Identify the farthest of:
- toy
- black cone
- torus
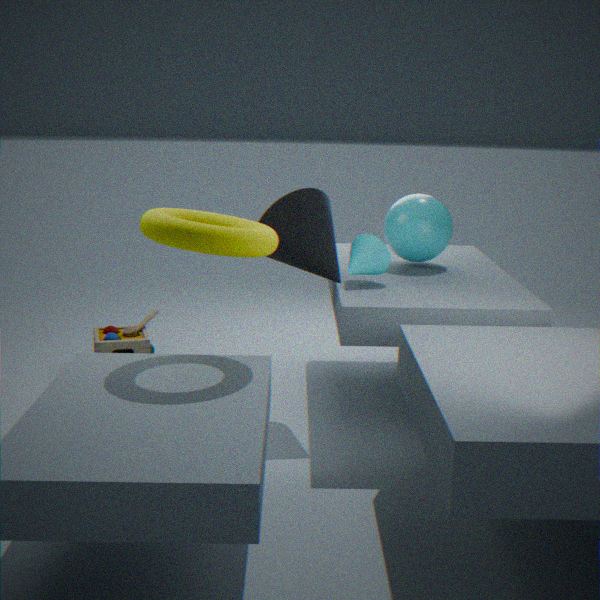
toy
